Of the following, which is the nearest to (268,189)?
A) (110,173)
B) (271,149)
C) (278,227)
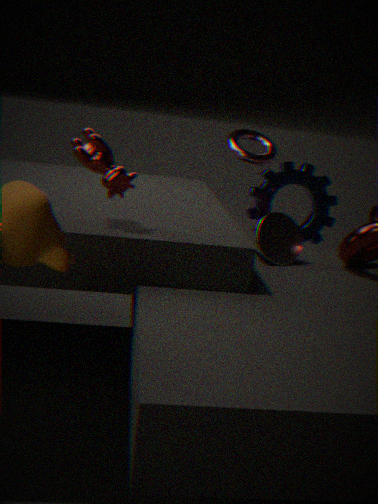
(271,149)
